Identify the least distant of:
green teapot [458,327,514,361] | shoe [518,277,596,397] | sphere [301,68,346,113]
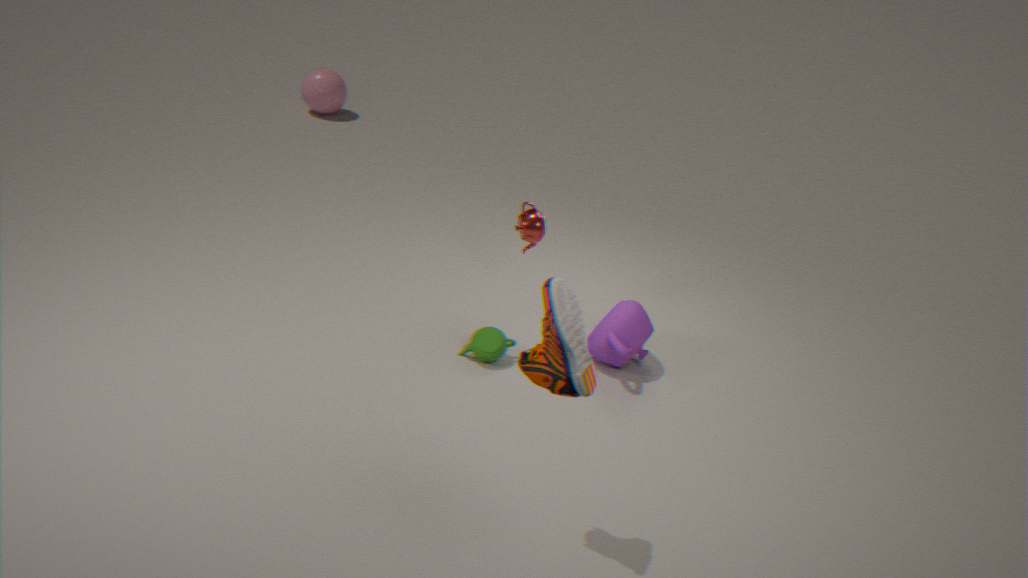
shoe [518,277,596,397]
